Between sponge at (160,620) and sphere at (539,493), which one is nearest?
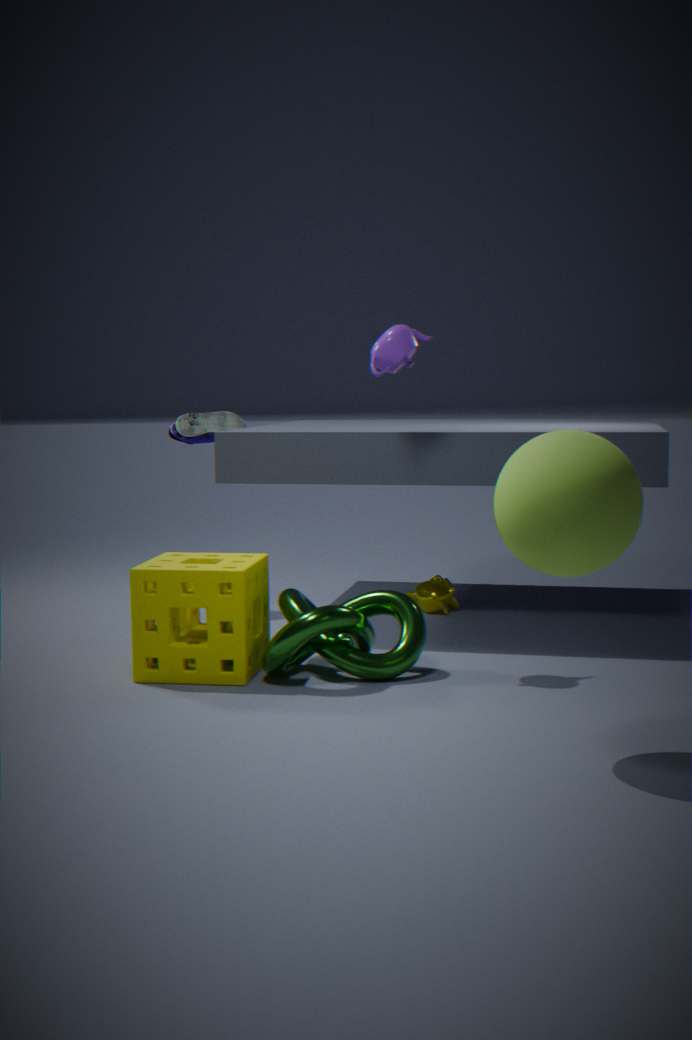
sphere at (539,493)
